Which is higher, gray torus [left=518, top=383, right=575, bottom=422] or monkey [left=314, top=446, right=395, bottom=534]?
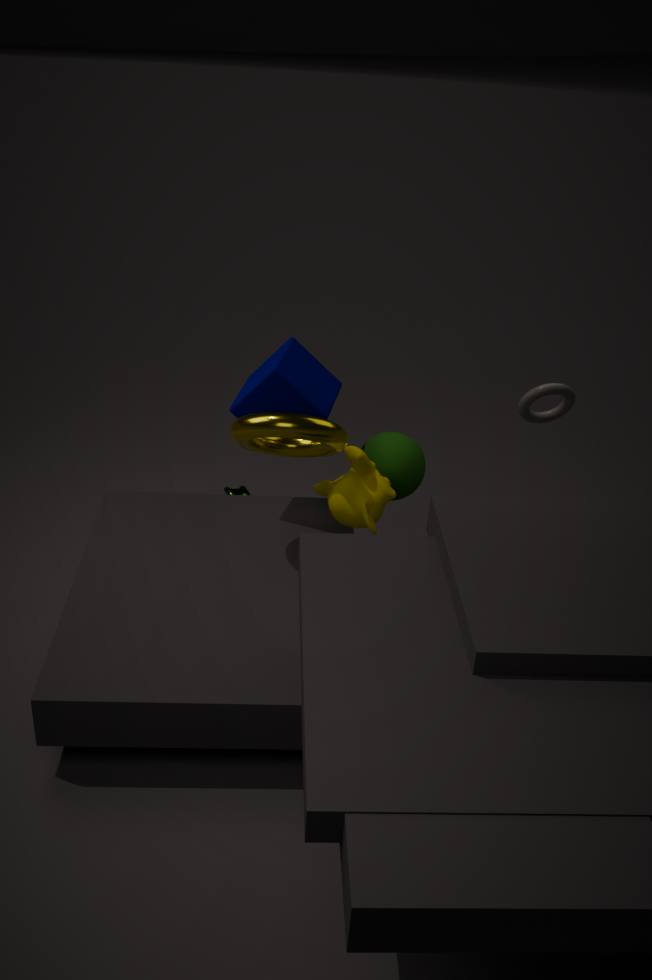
gray torus [left=518, top=383, right=575, bottom=422]
